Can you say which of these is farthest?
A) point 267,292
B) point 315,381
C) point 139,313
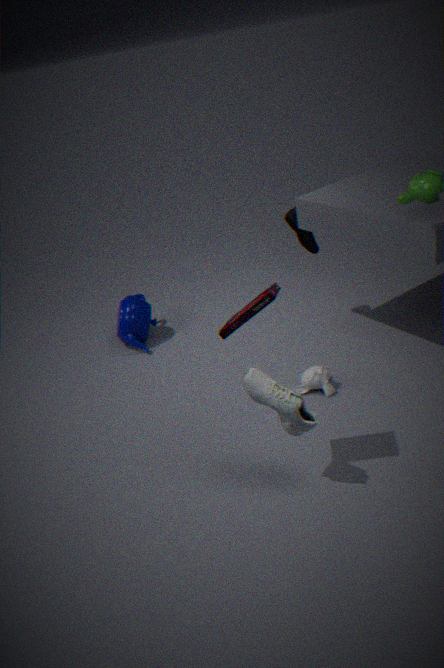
point 139,313
